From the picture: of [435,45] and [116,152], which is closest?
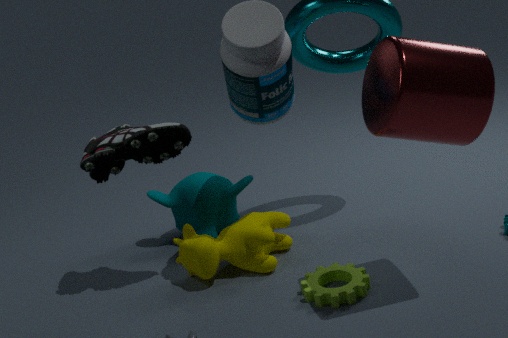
[435,45]
